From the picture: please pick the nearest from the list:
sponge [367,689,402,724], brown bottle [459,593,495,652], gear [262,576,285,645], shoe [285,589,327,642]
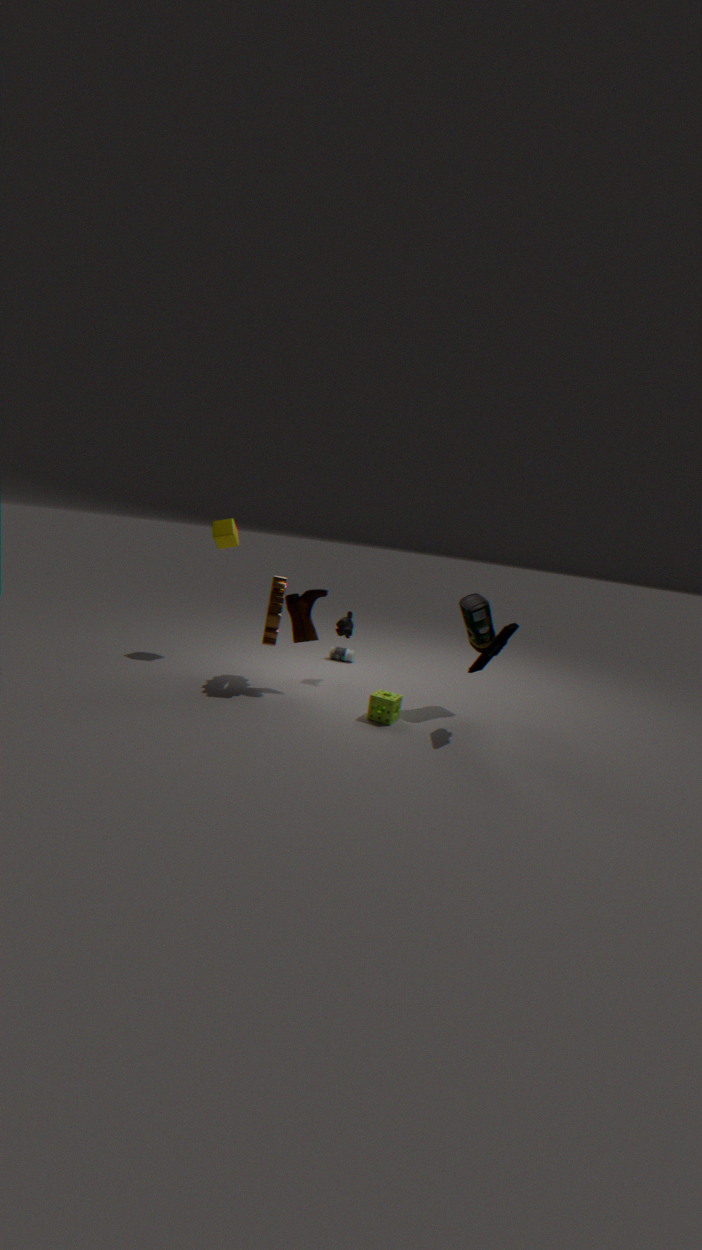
sponge [367,689,402,724]
